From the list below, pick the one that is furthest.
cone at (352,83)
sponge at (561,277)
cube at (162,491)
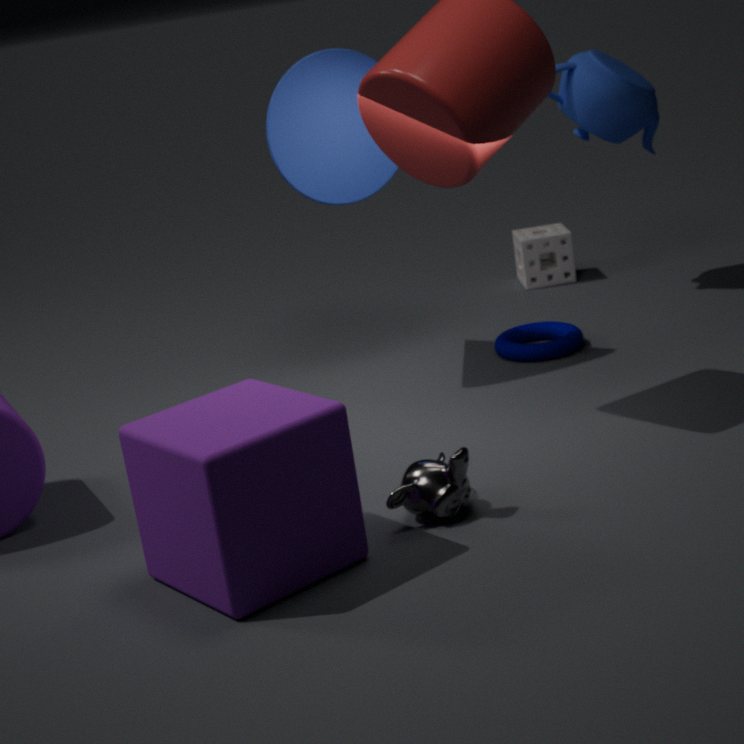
sponge at (561,277)
